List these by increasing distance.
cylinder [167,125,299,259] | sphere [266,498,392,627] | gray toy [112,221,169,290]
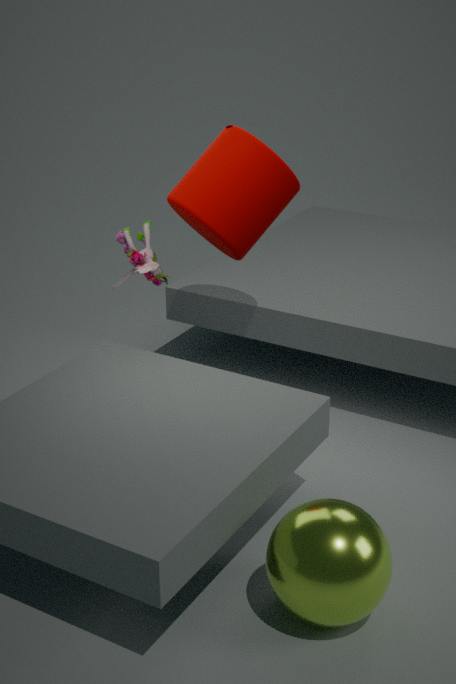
sphere [266,498,392,627] → cylinder [167,125,299,259] → gray toy [112,221,169,290]
